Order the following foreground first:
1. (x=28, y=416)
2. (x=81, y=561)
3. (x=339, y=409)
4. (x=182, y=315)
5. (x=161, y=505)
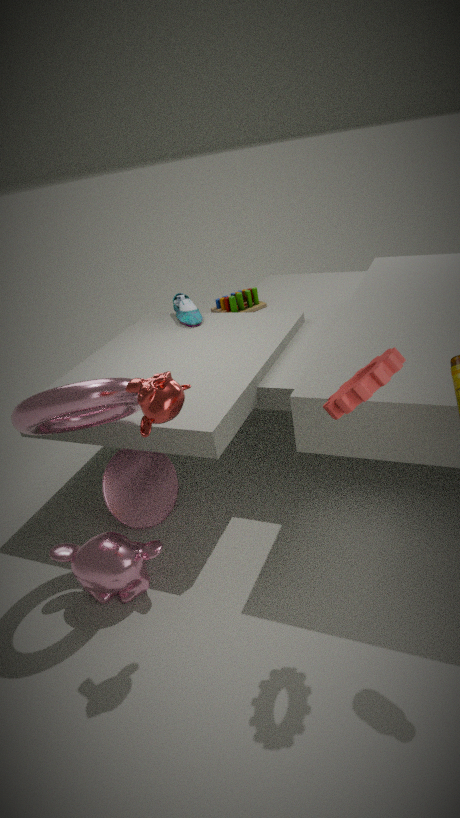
(x=339, y=409), (x=28, y=416), (x=81, y=561), (x=161, y=505), (x=182, y=315)
